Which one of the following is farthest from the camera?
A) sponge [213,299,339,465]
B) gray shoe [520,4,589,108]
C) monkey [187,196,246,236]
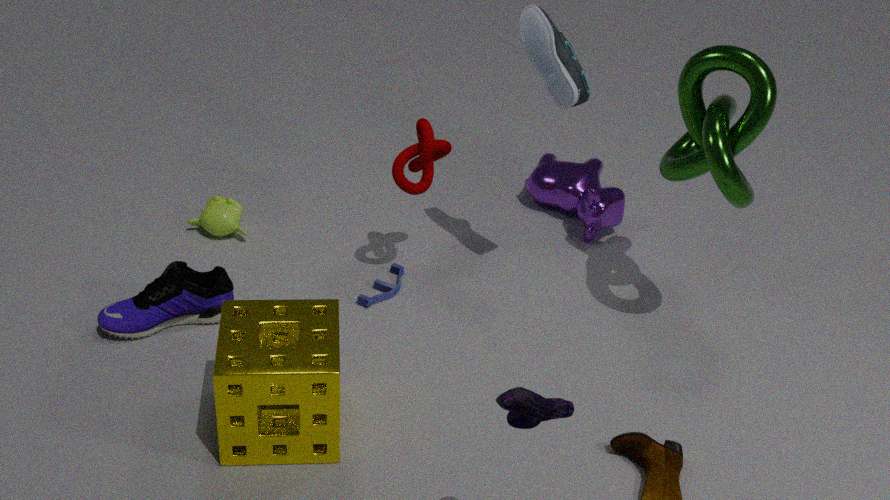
monkey [187,196,246,236]
